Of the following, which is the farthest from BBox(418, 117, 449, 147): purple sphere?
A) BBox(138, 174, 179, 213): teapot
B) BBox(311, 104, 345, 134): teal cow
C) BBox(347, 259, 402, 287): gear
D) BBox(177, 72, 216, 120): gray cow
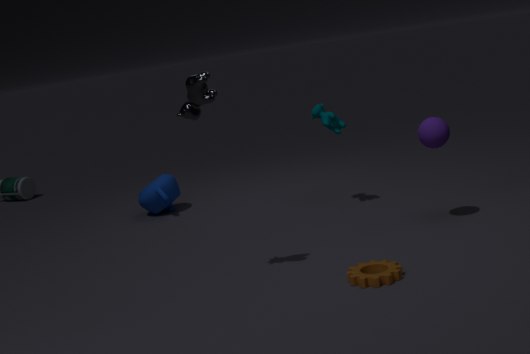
BBox(138, 174, 179, 213): teapot
